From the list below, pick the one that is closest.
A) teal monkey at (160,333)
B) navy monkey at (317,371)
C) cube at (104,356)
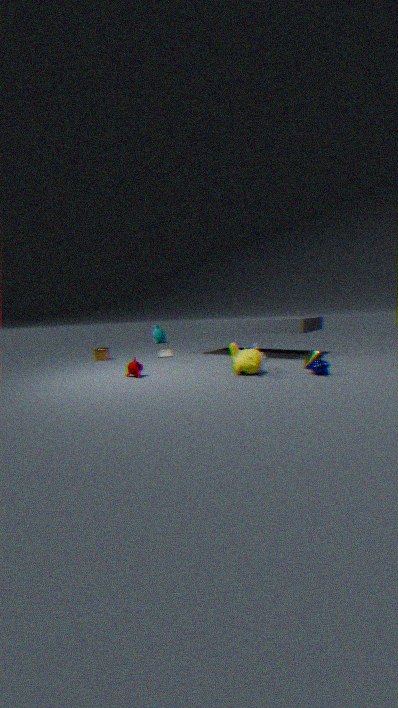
navy monkey at (317,371)
